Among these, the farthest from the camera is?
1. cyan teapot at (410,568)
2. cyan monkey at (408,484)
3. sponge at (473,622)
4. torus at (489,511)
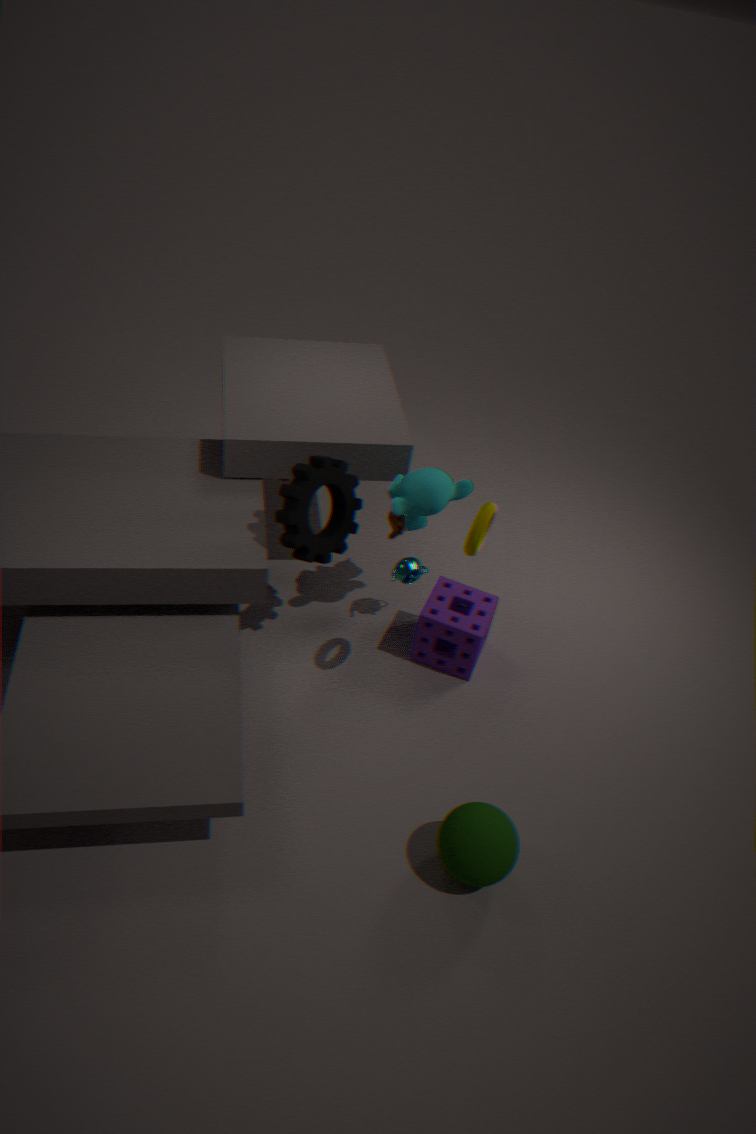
cyan teapot at (410,568)
